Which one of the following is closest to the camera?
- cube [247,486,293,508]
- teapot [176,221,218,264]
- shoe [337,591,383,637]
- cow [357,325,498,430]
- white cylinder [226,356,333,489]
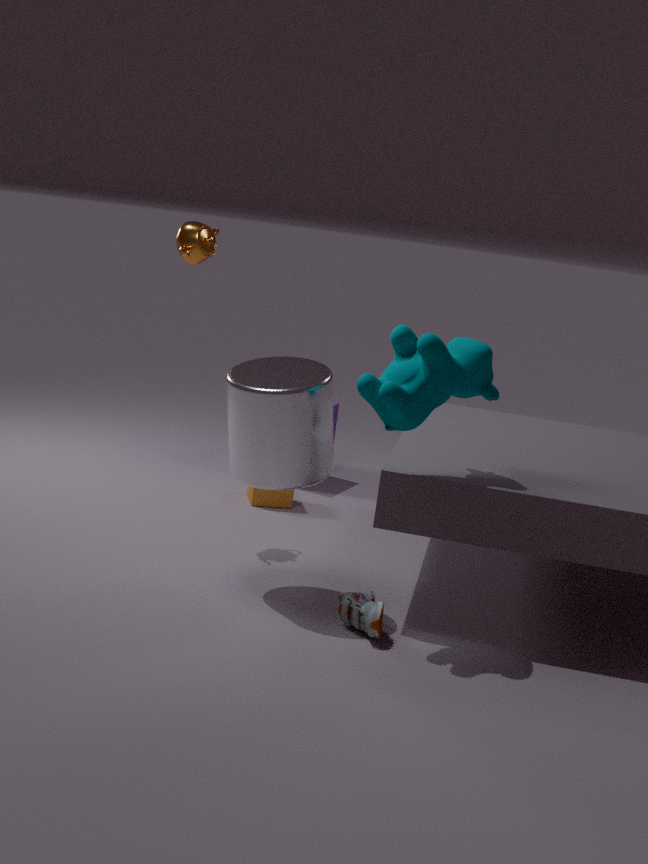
cow [357,325,498,430]
